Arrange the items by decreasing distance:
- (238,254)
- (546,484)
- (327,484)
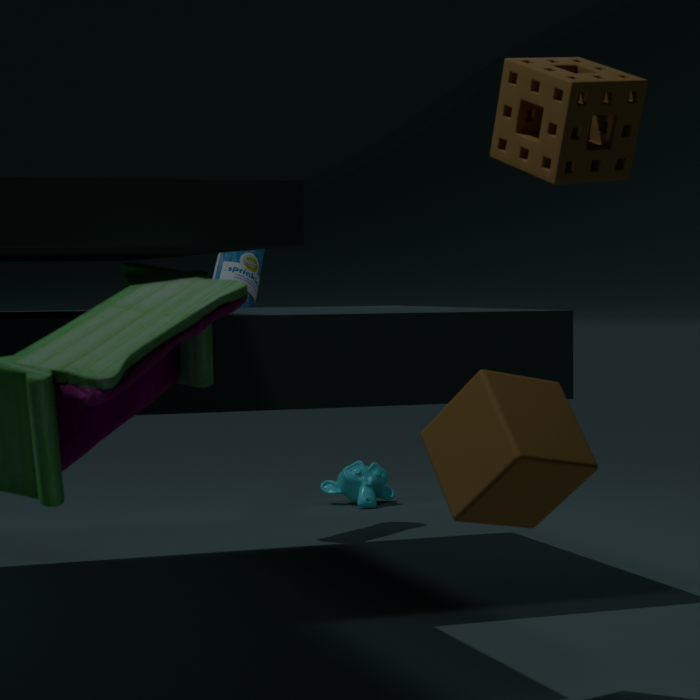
(327,484)
(238,254)
(546,484)
